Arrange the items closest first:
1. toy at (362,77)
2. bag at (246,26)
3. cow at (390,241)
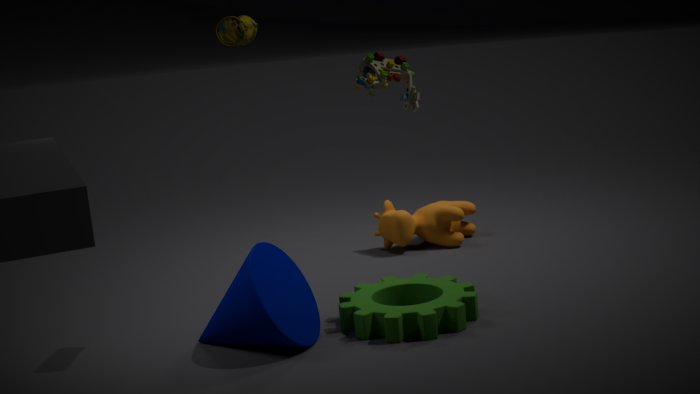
1. toy at (362,77)
2. bag at (246,26)
3. cow at (390,241)
